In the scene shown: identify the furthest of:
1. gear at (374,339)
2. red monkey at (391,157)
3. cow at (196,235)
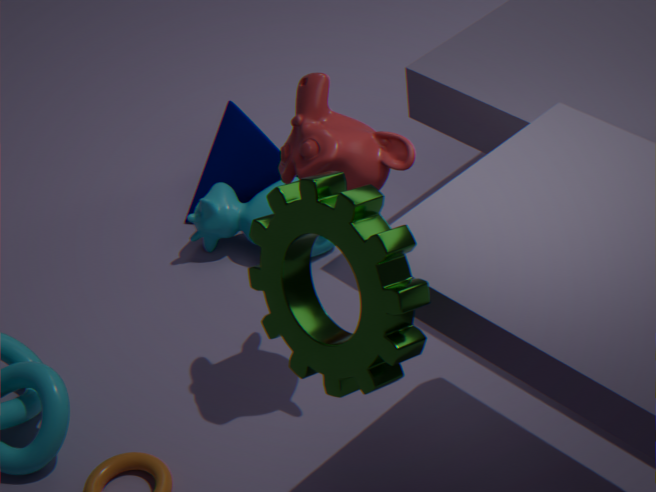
cow at (196,235)
